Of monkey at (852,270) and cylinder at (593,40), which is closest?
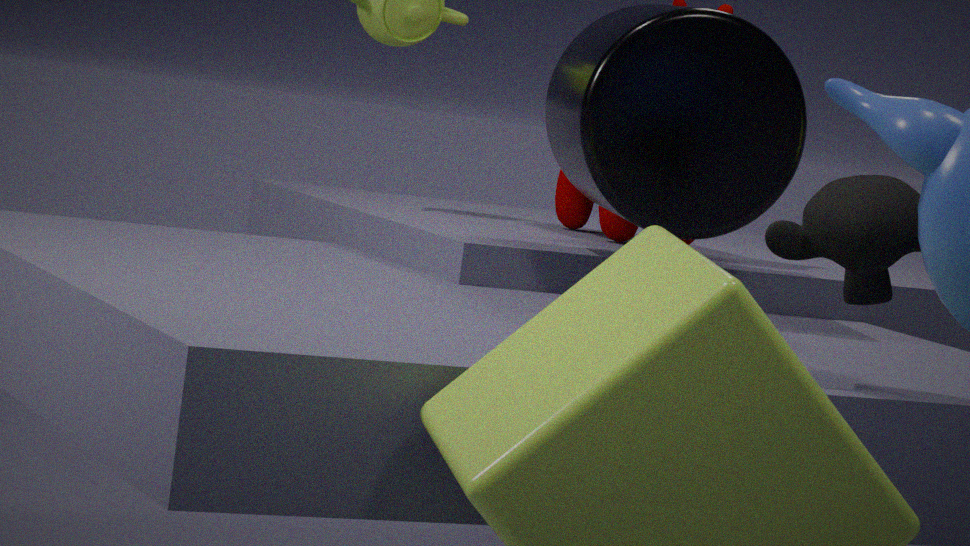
monkey at (852,270)
